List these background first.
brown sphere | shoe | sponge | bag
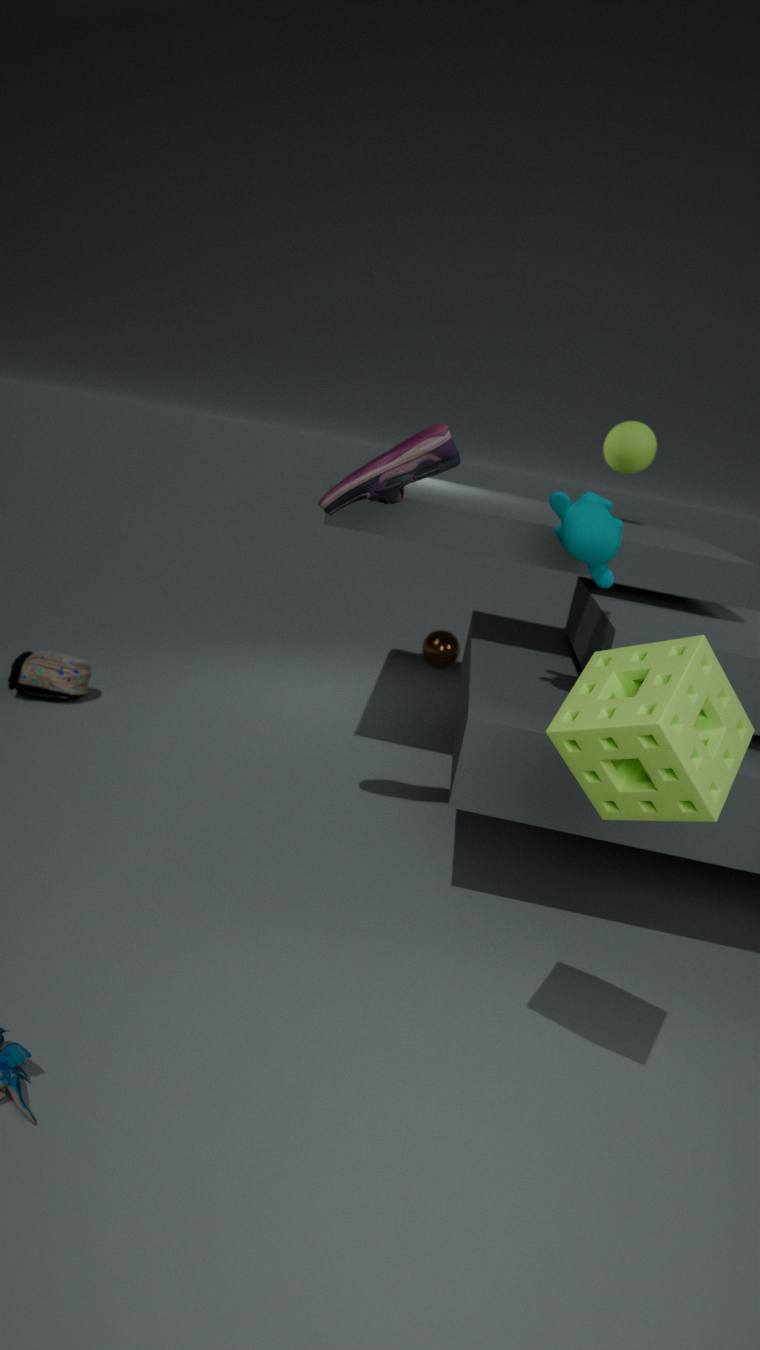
1. brown sphere
2. bag
3. shoe
4. sponge
